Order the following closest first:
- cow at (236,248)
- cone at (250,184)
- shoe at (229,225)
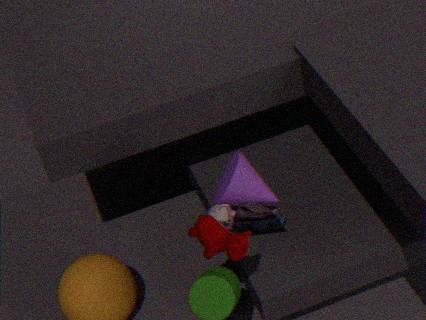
cone at (250,184)
cow at (236,248)
shoe at (229,225)
